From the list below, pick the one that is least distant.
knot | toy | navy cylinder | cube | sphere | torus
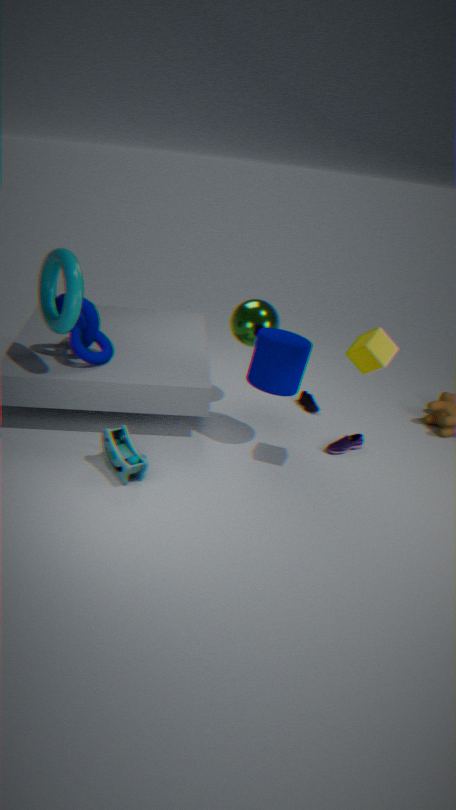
cube
